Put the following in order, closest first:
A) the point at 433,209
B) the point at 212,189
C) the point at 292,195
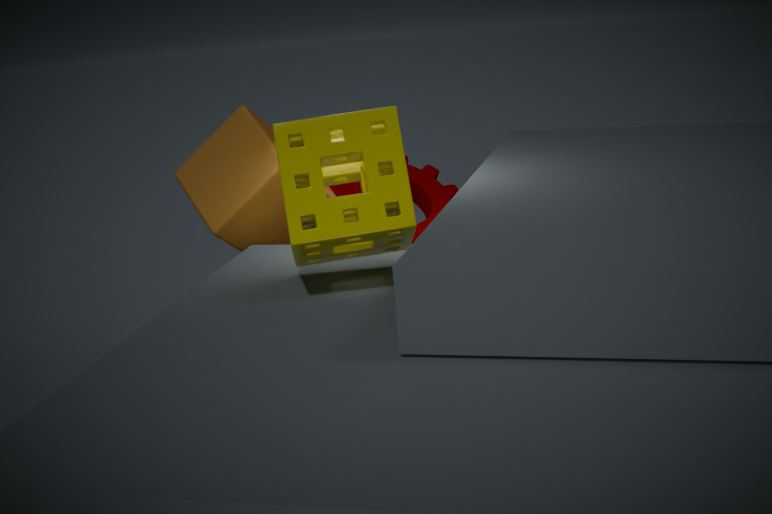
the point at 292,195 < the point at 212,189 < the point at 433,209
